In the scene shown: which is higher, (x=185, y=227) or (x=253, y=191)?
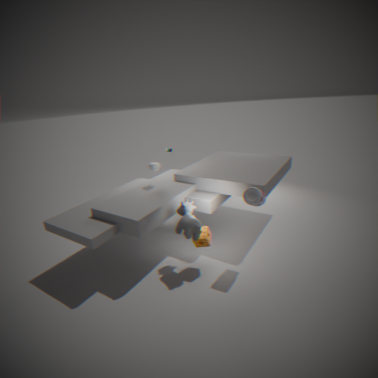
(x=253, y=191)
